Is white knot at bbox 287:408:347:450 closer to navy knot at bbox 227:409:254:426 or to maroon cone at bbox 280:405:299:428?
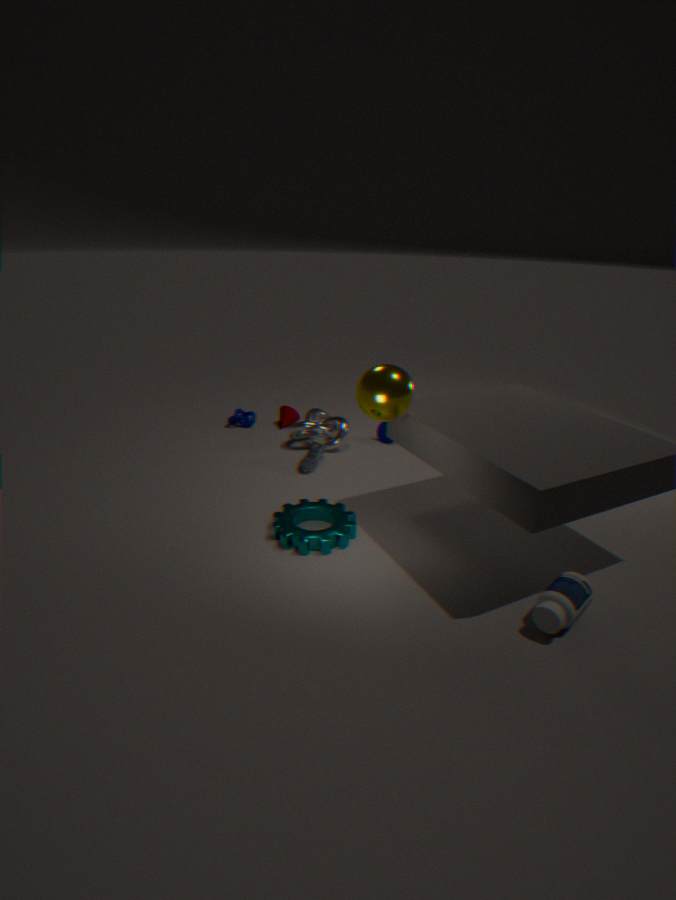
maroon cone at bbox 280:405:299:428
